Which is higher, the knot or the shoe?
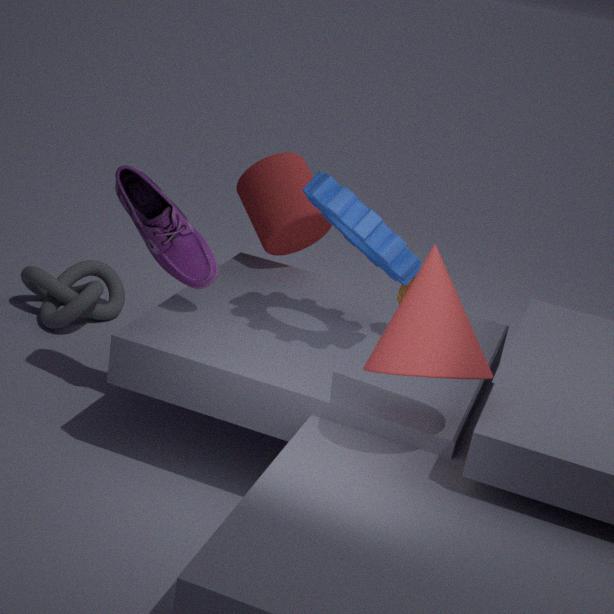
the shoe
